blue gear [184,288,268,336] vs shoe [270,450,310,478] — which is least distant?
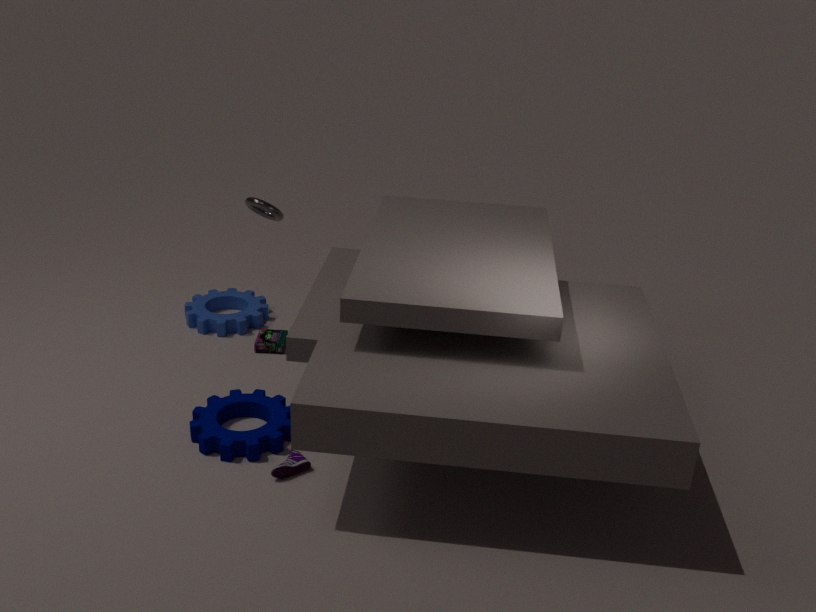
shoe [270,450,310,478]
